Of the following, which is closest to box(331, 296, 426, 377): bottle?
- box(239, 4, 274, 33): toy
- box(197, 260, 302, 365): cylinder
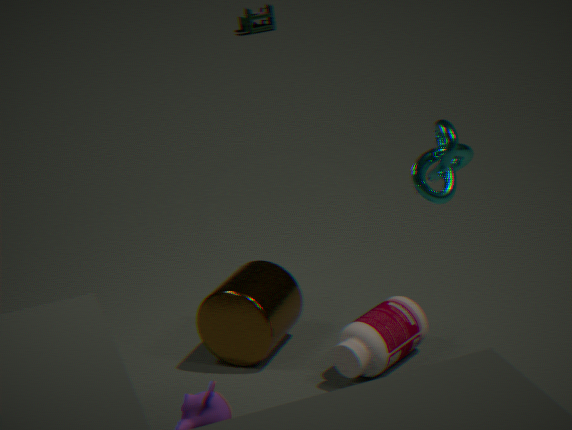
box(197, 260, 302, 365): cylinder
